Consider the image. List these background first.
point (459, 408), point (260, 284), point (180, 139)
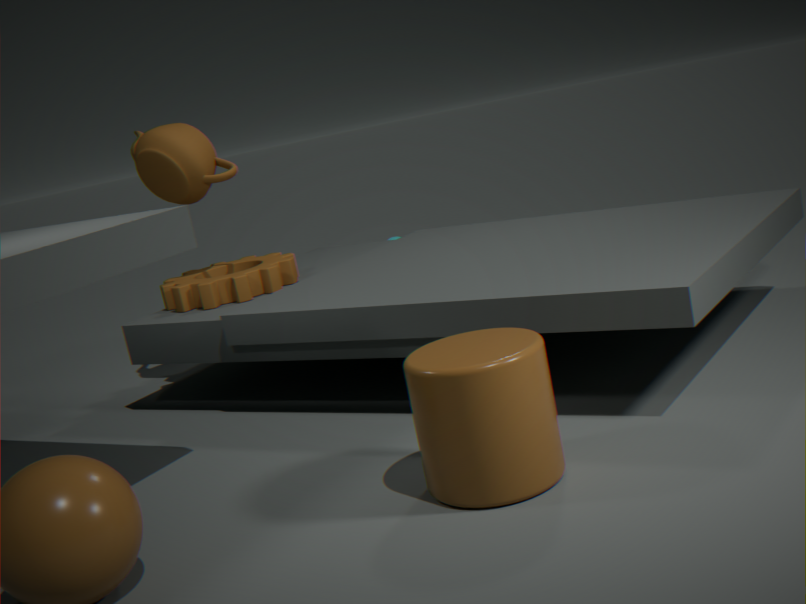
1. point (260, 284)
2. point (180, 139)
3. point (459, 408)
